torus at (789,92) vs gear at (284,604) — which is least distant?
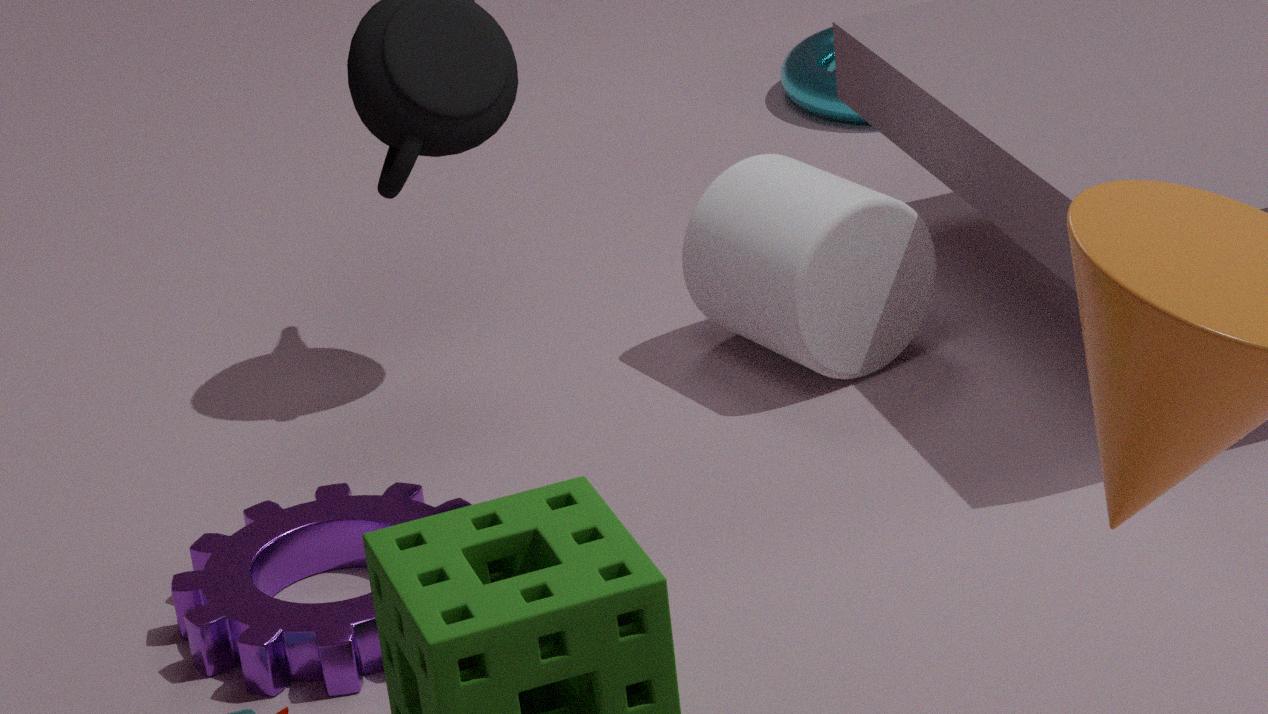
gear at (284,604)
